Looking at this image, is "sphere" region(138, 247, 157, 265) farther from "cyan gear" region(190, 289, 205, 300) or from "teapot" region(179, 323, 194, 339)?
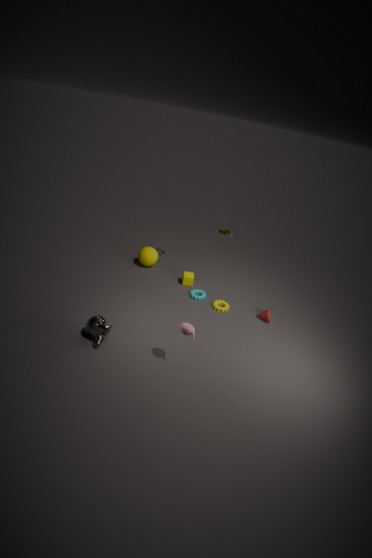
"teapot" region(179, 323, 194, 339)
